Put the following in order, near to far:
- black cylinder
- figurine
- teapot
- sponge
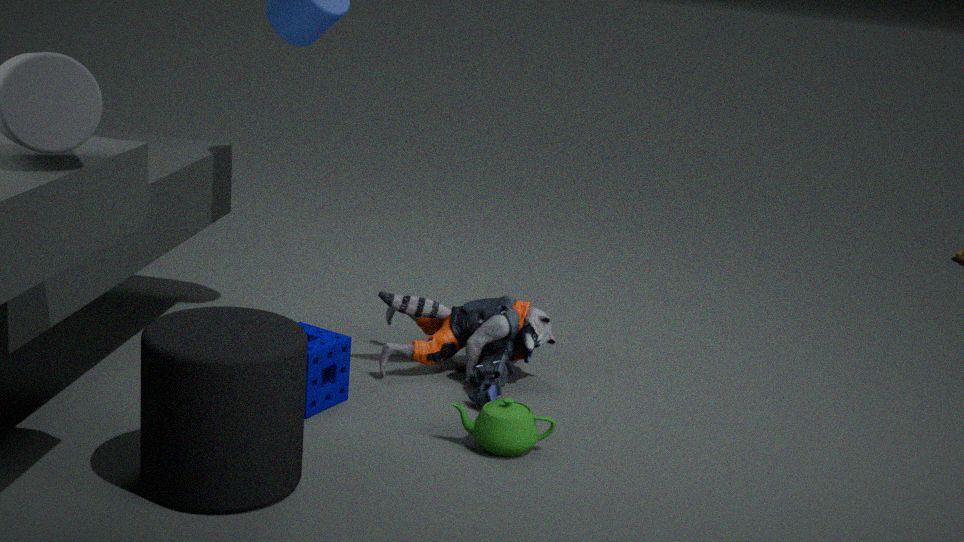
black cylinder < teapot < sponge < figurine
